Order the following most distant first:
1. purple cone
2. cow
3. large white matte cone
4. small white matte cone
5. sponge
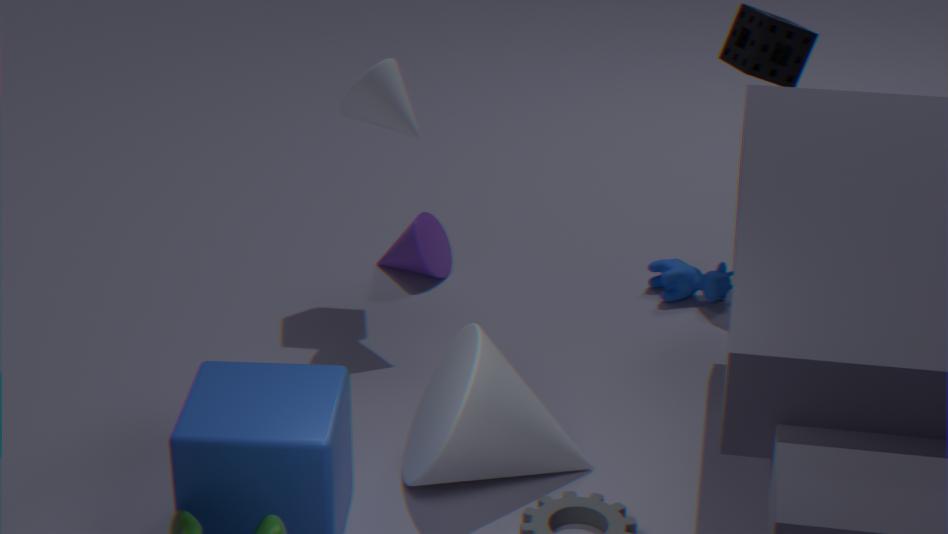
purple cone → cow → sponge → small white matte cone → large white matte cone
